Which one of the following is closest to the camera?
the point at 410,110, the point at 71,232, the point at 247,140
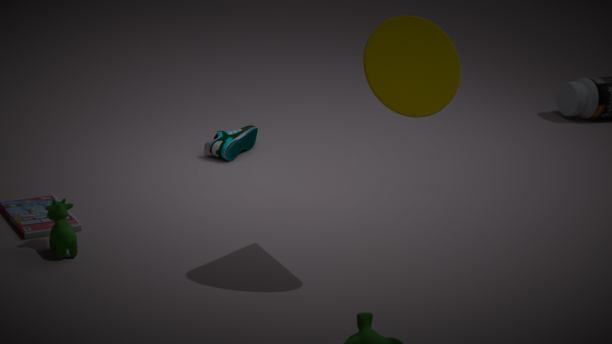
the point at 410,110
